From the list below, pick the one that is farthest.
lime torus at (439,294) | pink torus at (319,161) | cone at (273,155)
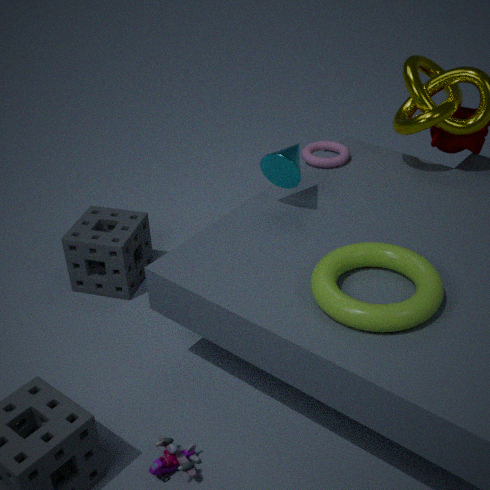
pink torus at (319,161)
